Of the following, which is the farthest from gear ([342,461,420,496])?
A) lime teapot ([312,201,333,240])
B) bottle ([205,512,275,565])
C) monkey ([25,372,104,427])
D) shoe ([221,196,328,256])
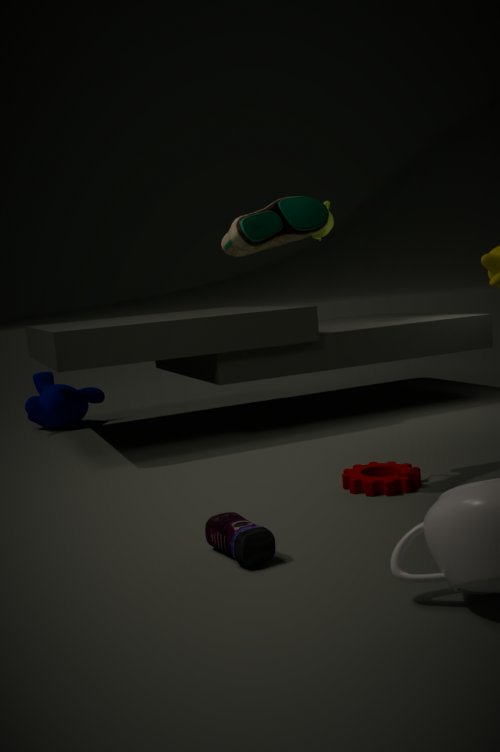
monkey ([25,372,104,427])
